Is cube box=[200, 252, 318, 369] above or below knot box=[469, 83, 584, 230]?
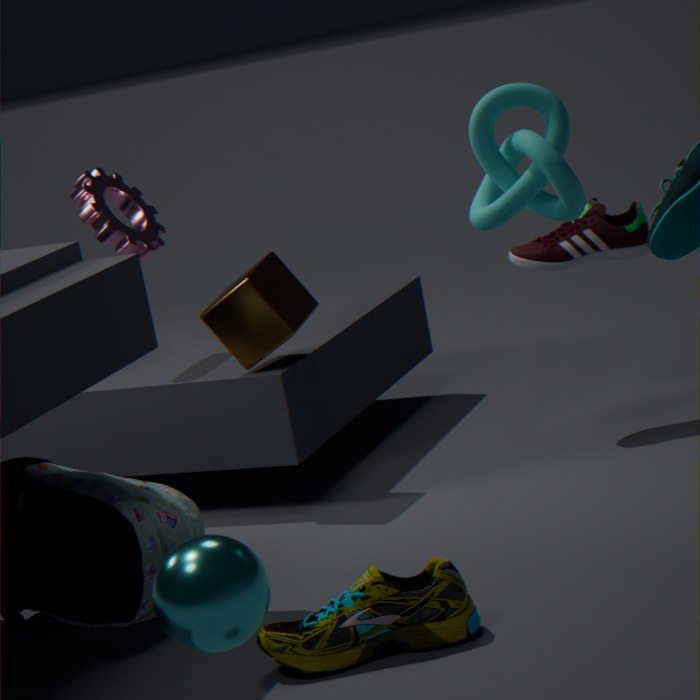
below
